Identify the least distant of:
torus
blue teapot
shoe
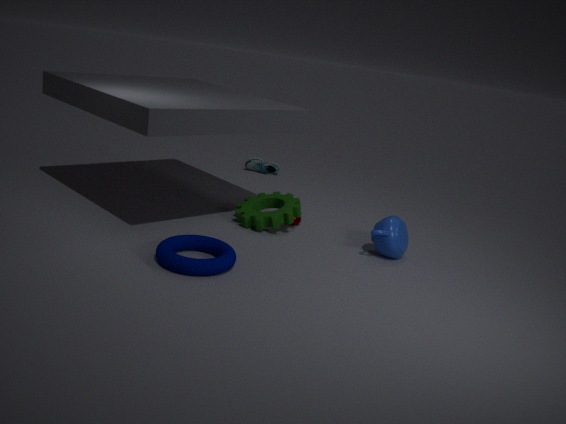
torus
